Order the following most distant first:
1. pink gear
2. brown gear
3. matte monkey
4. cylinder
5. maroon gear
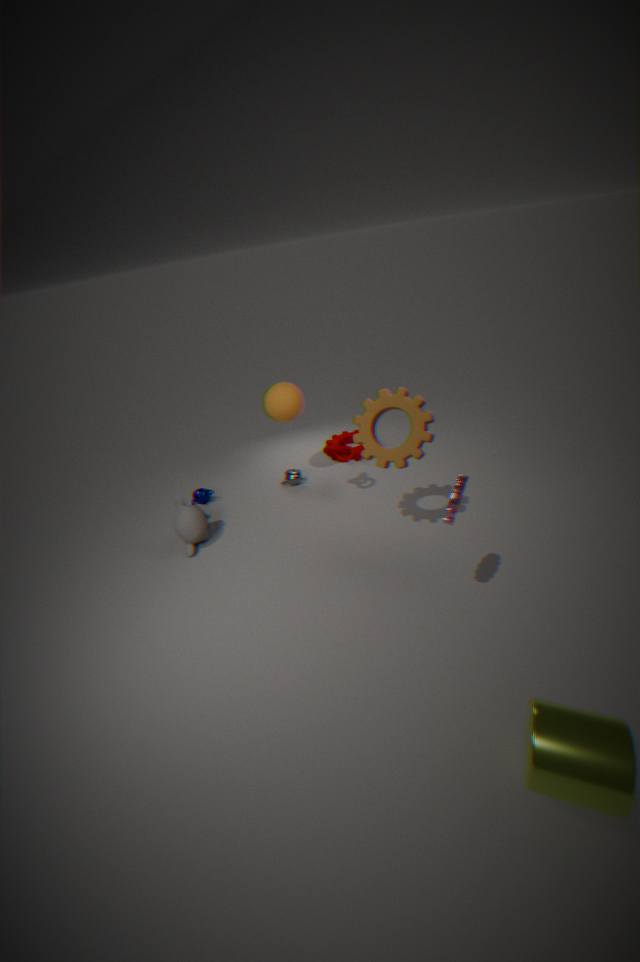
maroon gear, matte monkey, brown gear, pink gear, cylinder
